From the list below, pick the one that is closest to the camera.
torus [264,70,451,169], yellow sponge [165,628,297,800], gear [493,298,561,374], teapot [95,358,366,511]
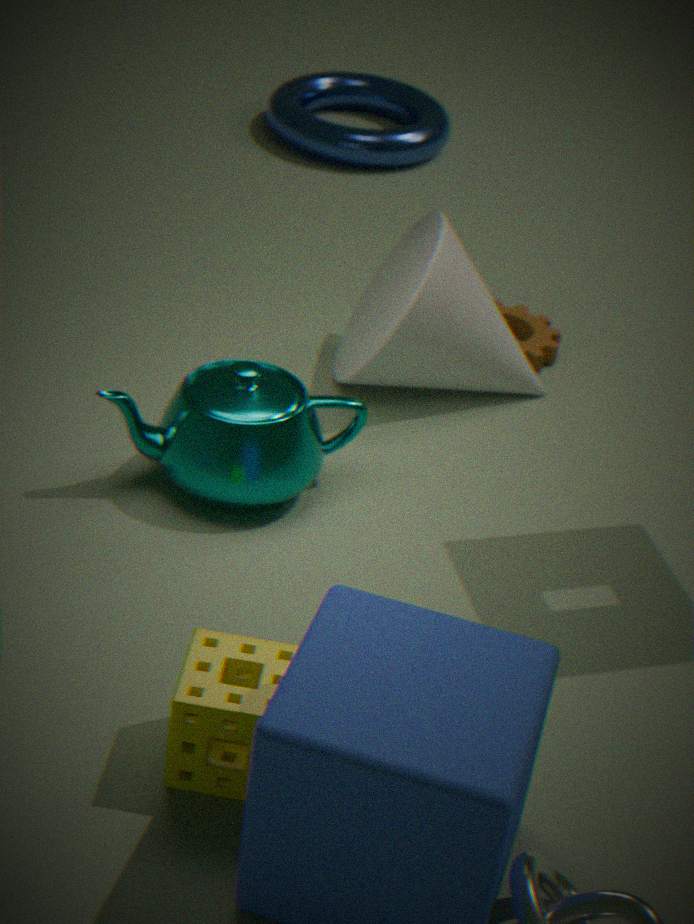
yellow sponge [165,628,297,800]
